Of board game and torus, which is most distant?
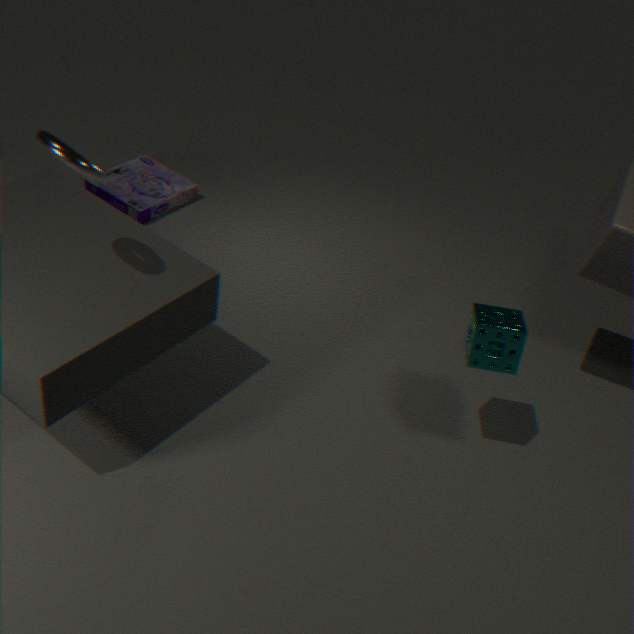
board game
